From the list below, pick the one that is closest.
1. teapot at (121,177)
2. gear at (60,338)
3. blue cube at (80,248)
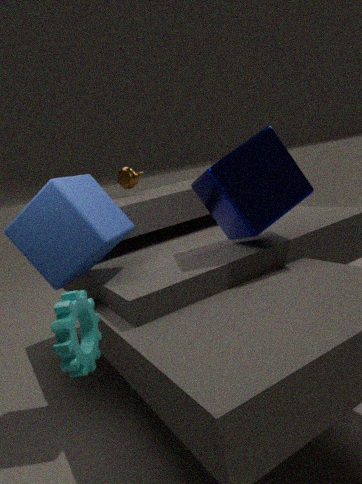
gear at (60,338)
